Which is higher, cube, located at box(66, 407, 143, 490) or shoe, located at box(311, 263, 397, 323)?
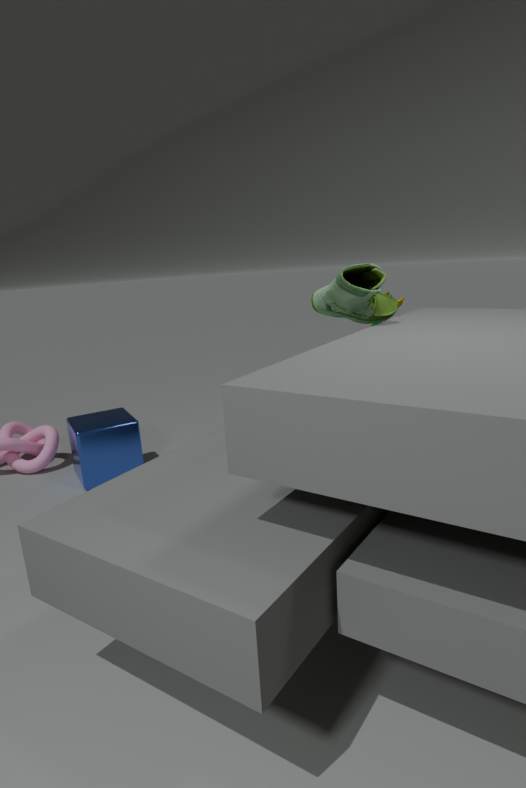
shoe, located at box(311, 263, 397, 323)
